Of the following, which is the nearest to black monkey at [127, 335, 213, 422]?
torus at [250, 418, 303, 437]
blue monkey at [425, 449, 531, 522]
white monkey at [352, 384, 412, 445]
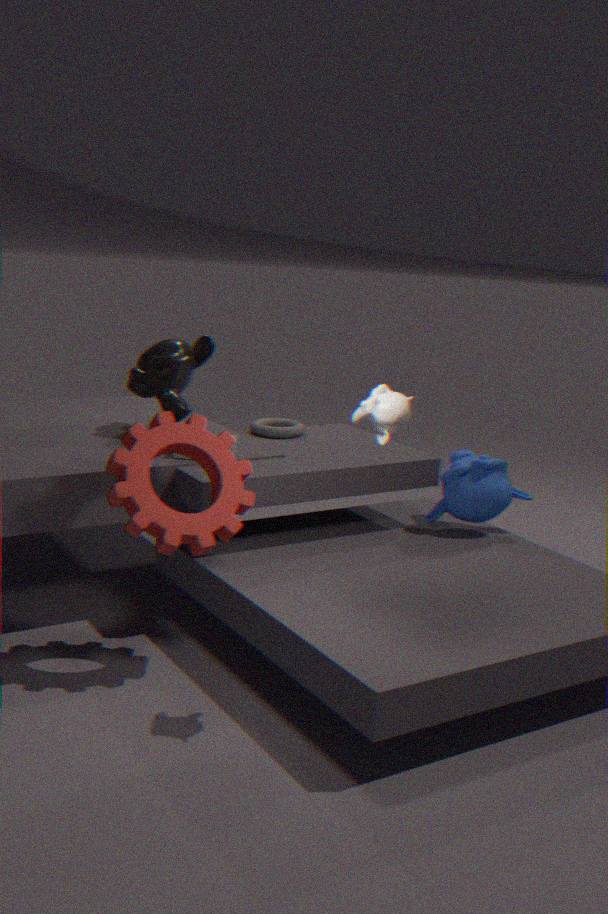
torus at [250, 418, 303, 437]
